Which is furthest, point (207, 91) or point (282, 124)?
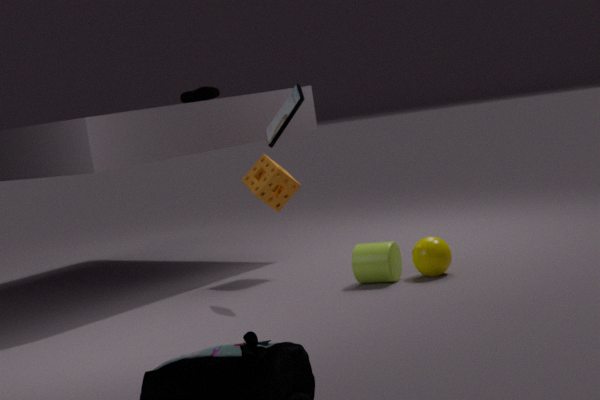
point (207, 91)
